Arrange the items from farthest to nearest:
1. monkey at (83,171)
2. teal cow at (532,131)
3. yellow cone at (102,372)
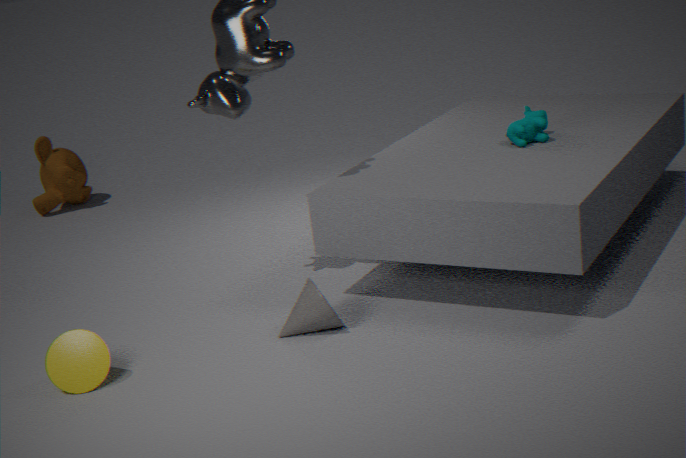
monkey at (83,171)
teal cow at (532,131)
yellow cone at (102,372)
